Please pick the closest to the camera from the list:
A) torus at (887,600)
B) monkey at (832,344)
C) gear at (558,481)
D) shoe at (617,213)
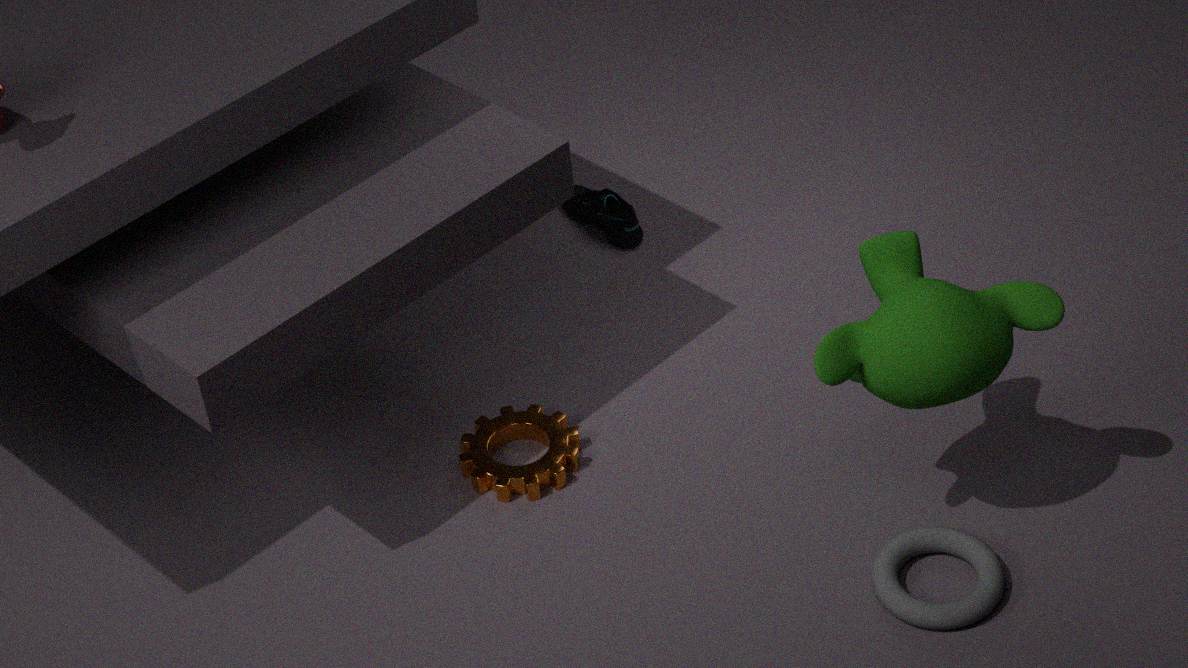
monkey at (832,344)
